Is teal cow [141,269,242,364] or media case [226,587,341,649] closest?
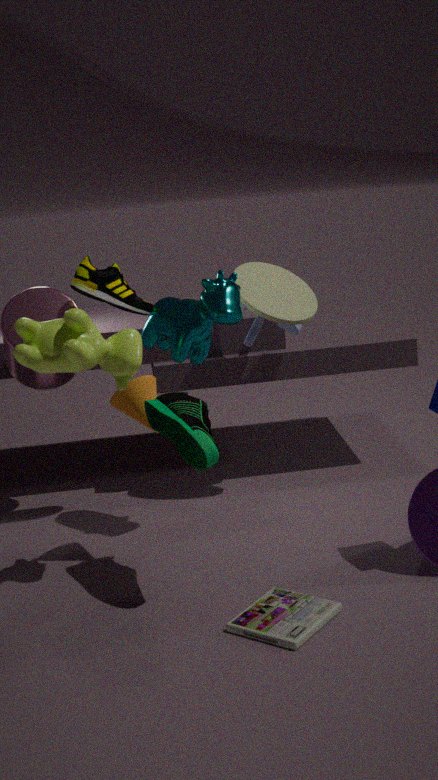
media case [226,587,341,649]
